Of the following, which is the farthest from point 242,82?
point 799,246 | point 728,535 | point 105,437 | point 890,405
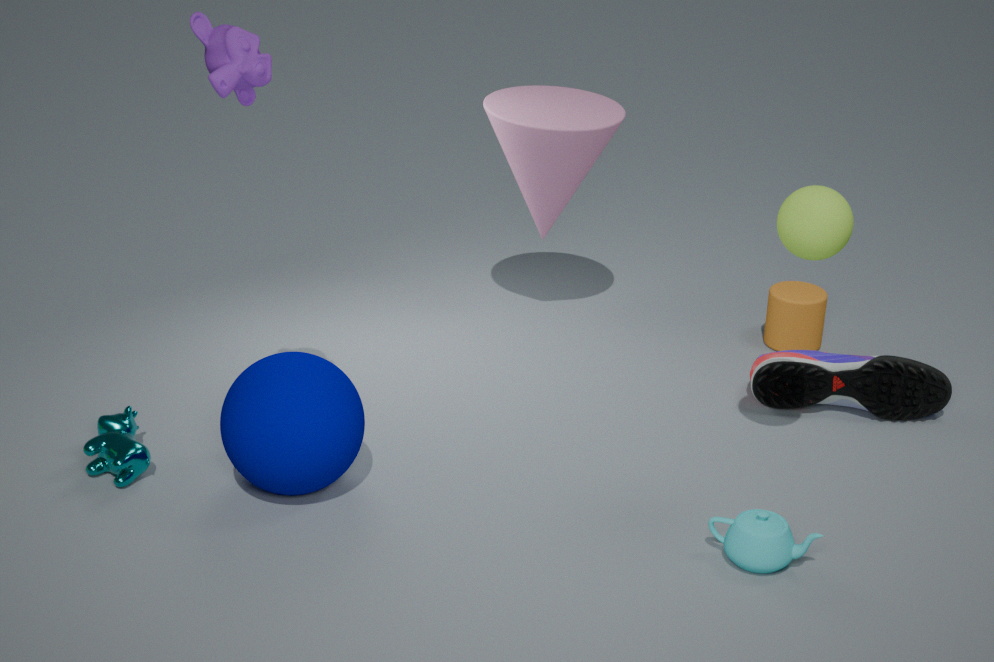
point 890,405
